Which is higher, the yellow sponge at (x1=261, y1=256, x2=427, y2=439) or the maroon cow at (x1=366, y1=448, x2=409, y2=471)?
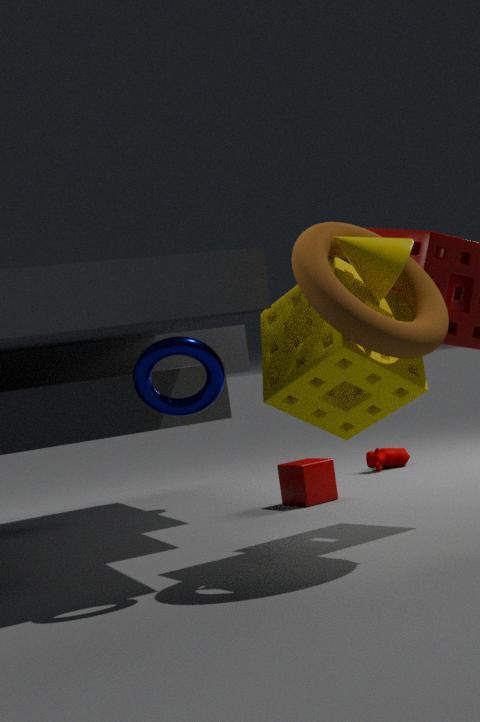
the yellow sponge at (x1=261, y1=256, x2=427, y2=439)
